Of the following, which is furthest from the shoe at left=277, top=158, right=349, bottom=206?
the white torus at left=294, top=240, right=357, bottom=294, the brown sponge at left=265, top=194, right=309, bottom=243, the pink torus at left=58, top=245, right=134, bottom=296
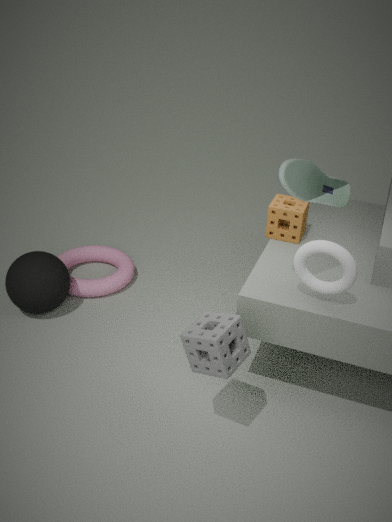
the pink torus at left=58, top=245, right=134, bottom=296
